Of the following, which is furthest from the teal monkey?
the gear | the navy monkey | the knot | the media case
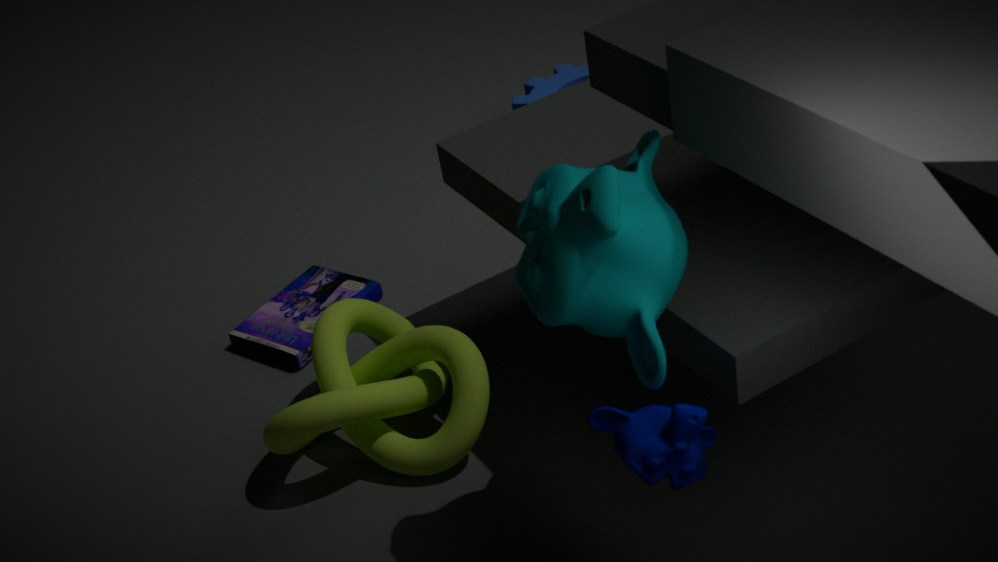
the gear
